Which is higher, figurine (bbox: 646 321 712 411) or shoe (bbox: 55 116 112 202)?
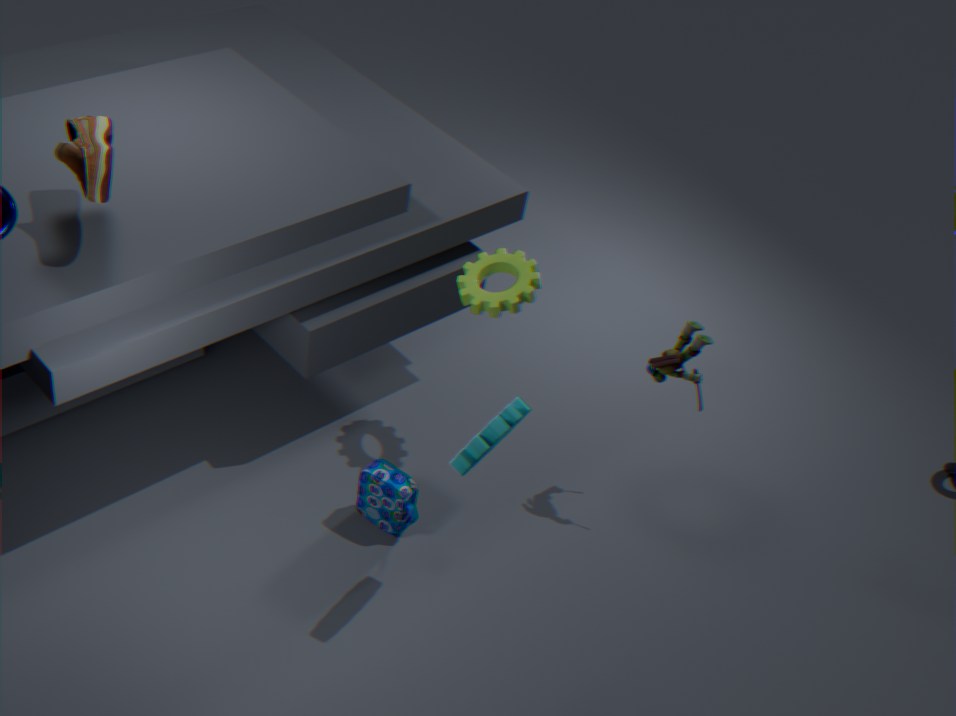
shoe (bbox: 55 116 112 202)
